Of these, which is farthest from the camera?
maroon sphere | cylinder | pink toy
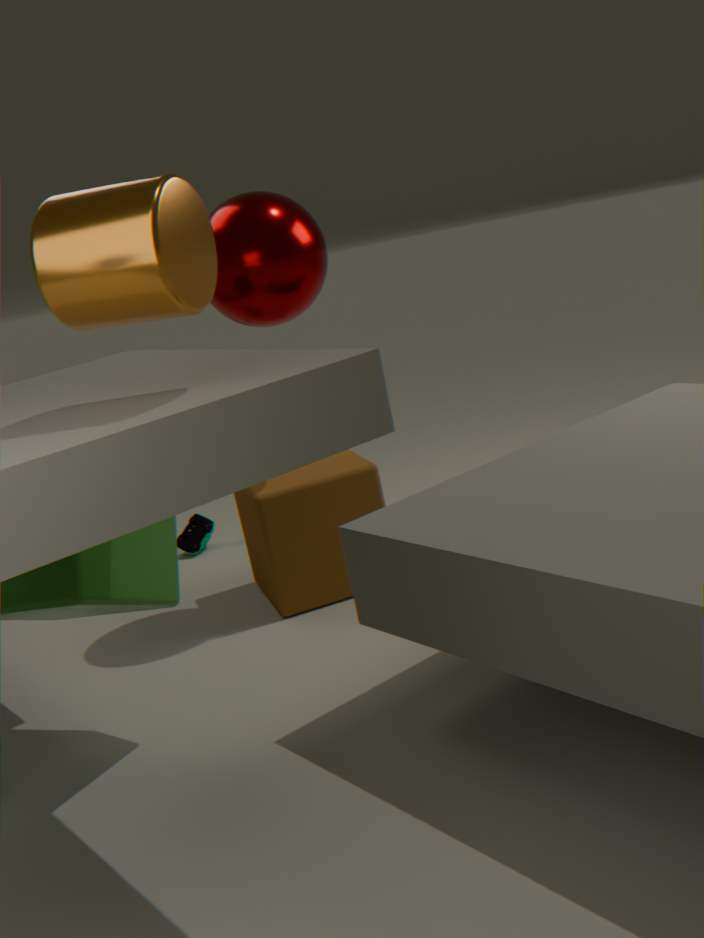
pink toy
